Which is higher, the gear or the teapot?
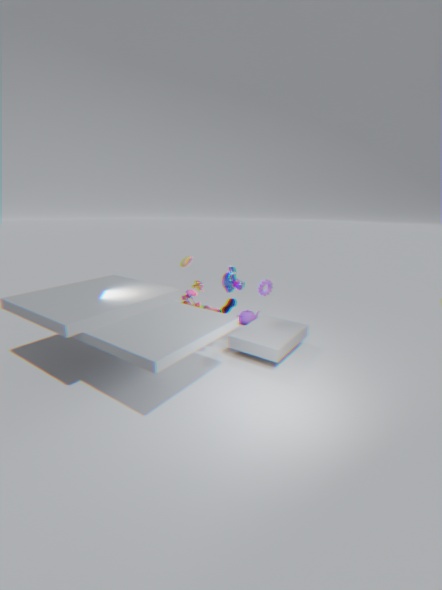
the gear
